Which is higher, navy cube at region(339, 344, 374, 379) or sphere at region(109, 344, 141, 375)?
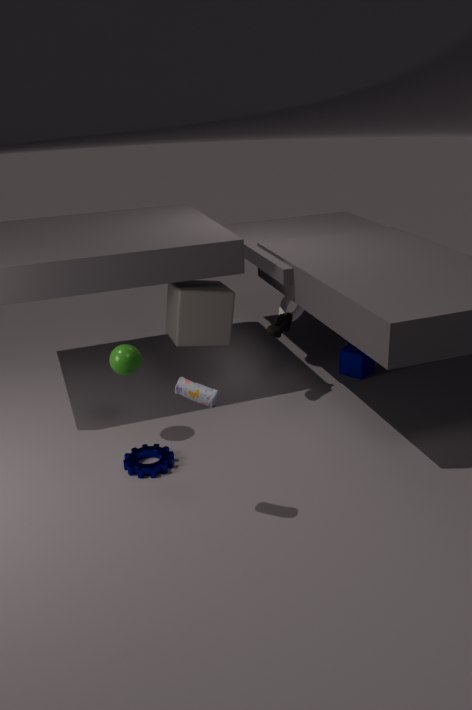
sphere at region(109, 344, 141, 375)
